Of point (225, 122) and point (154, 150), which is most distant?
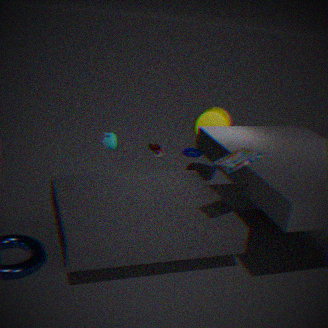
point (154, 150)
